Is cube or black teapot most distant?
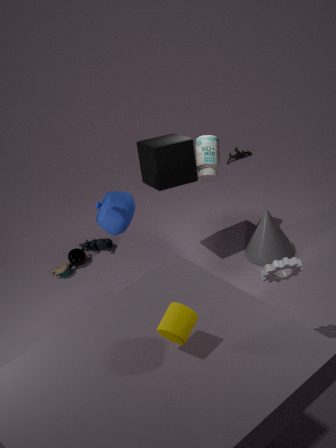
black teapot
